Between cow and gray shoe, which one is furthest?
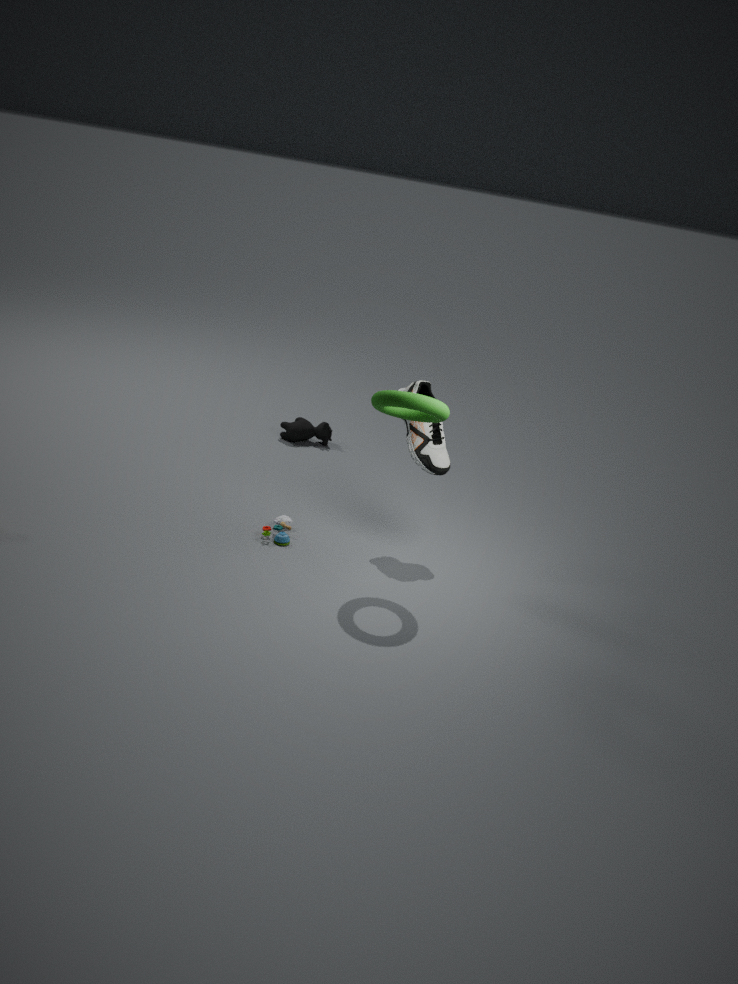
cow
